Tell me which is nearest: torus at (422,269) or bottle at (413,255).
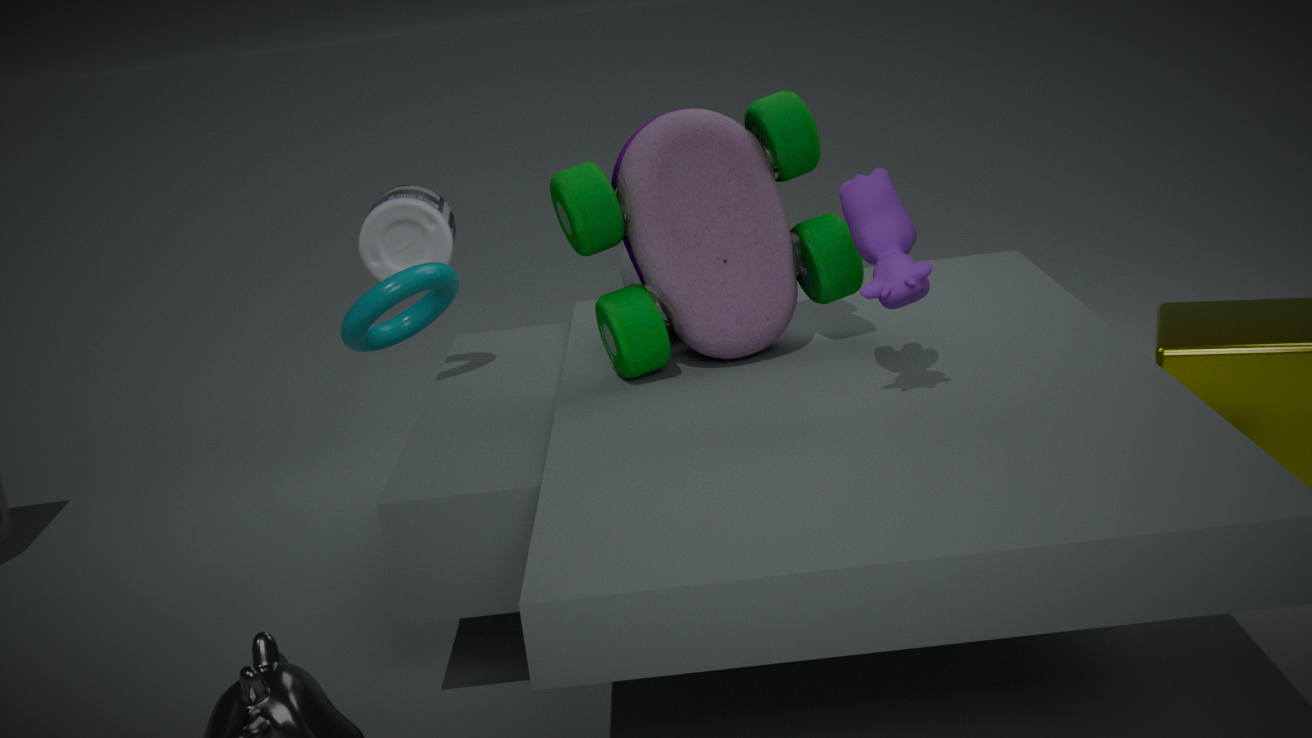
torus at (422,269)
